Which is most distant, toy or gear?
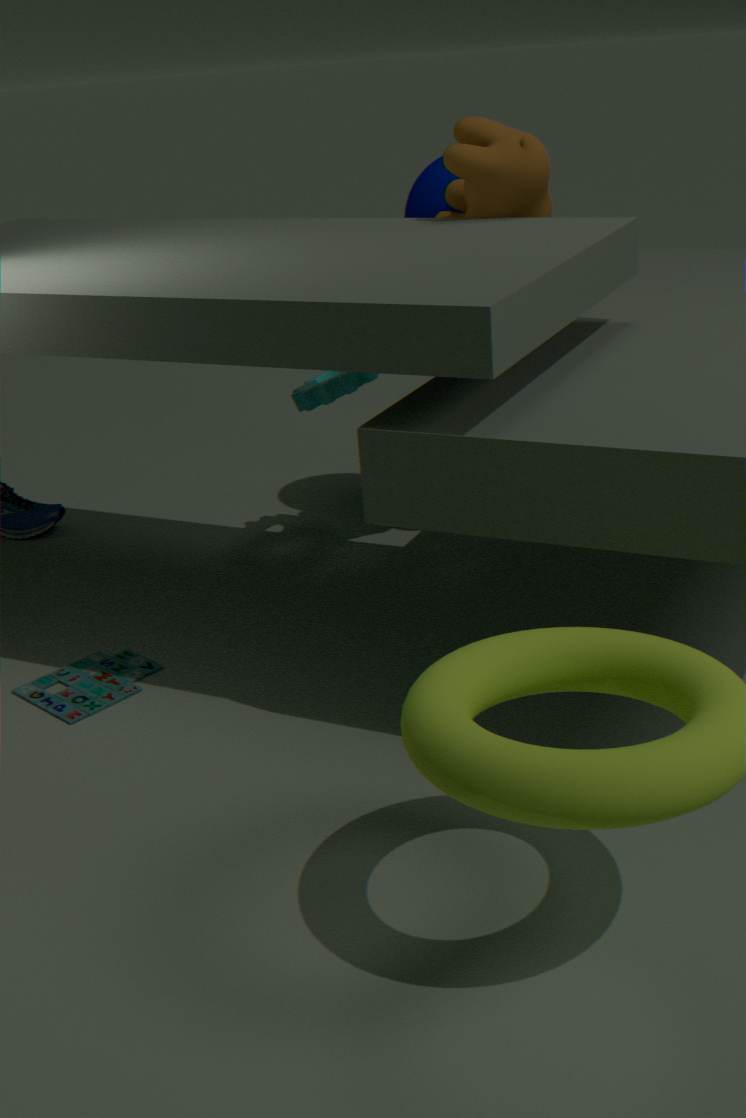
gear
